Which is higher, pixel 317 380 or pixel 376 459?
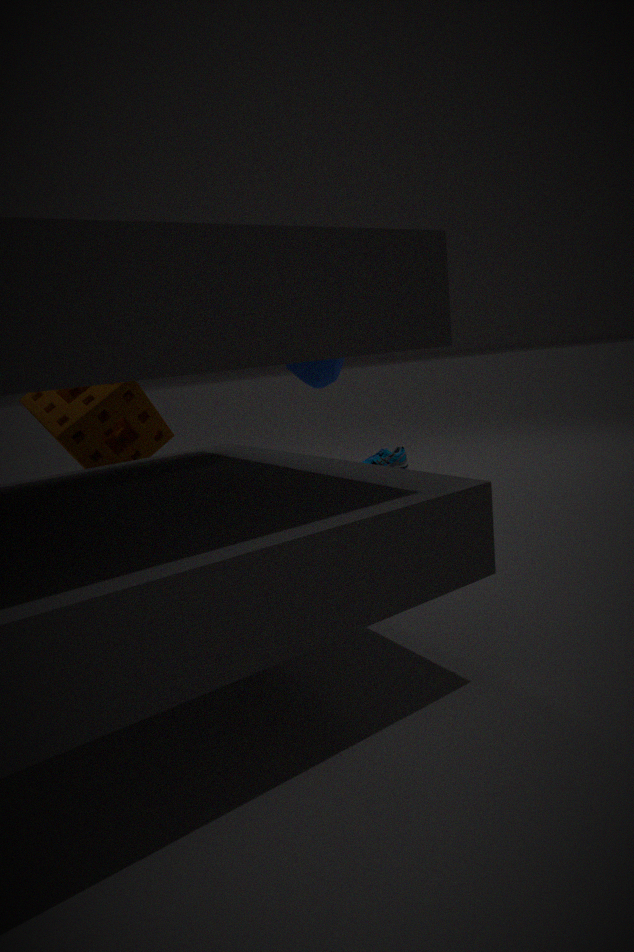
pixel 317 380
